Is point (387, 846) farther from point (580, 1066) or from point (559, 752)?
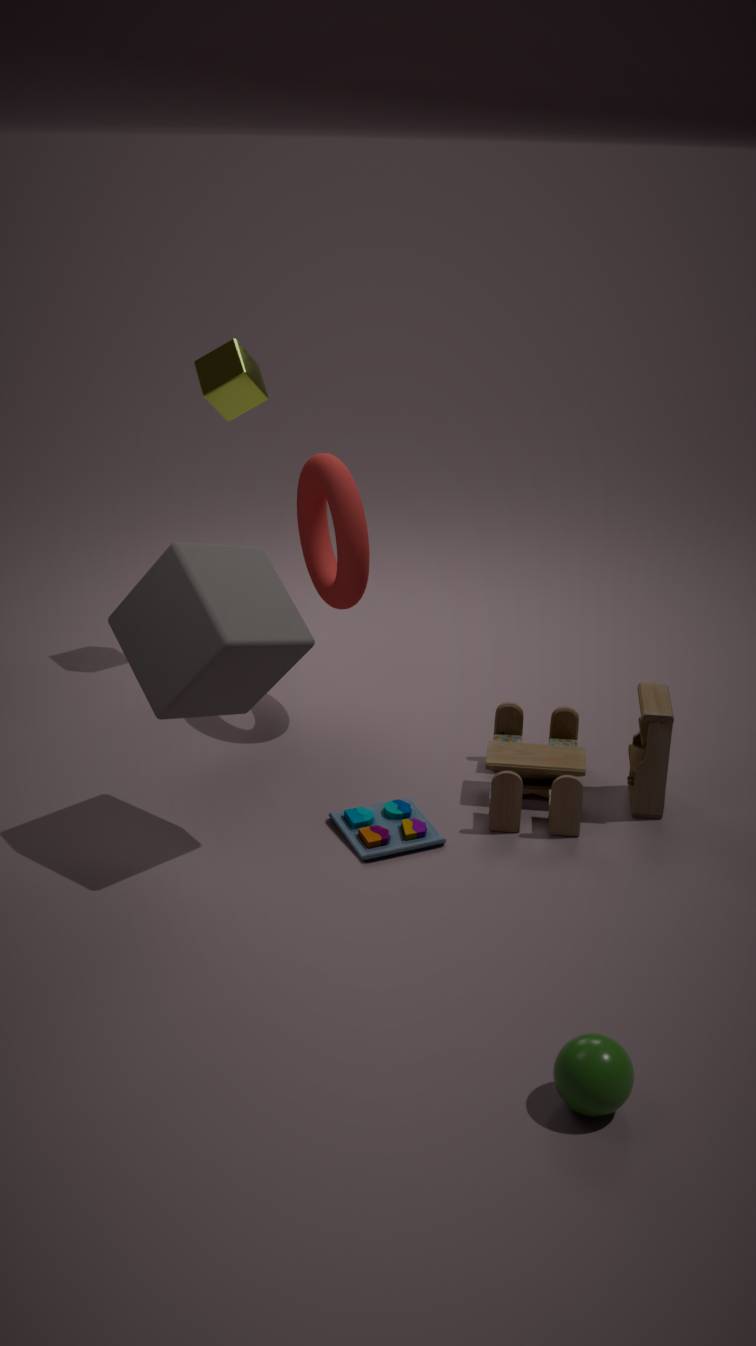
point (580, 1066)
